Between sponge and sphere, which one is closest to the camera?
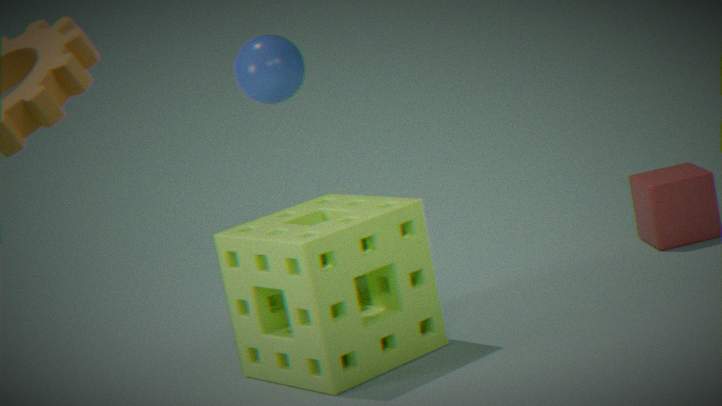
sponge
